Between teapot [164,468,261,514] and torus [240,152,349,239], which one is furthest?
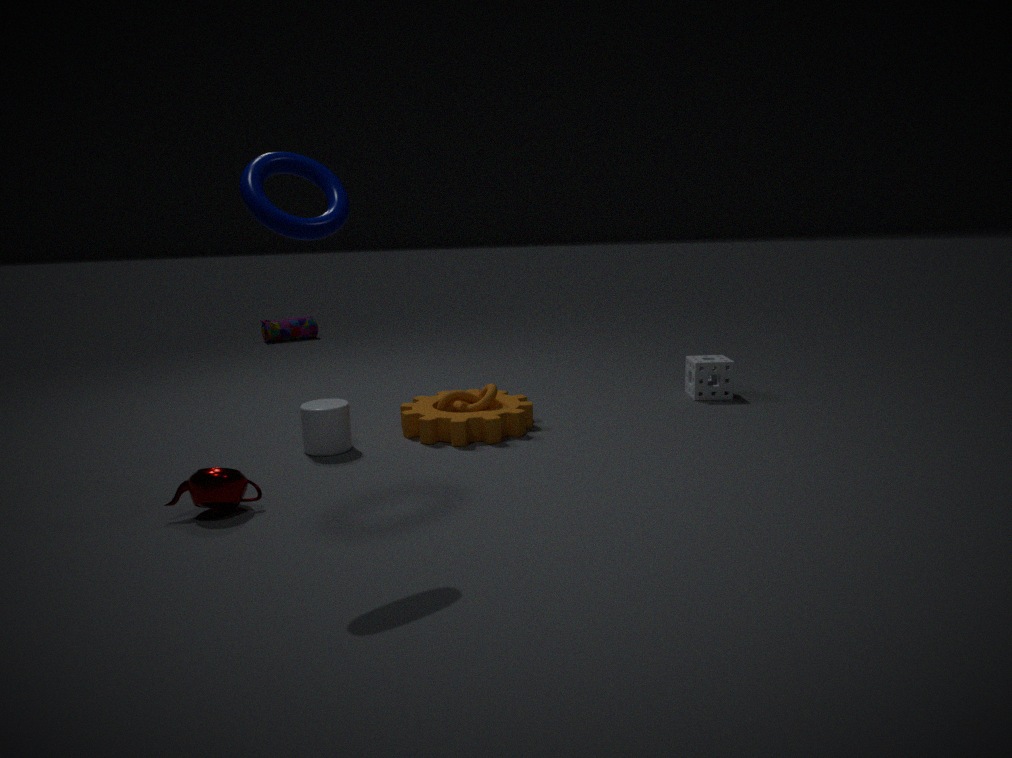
teapot [164,468,261,514]
